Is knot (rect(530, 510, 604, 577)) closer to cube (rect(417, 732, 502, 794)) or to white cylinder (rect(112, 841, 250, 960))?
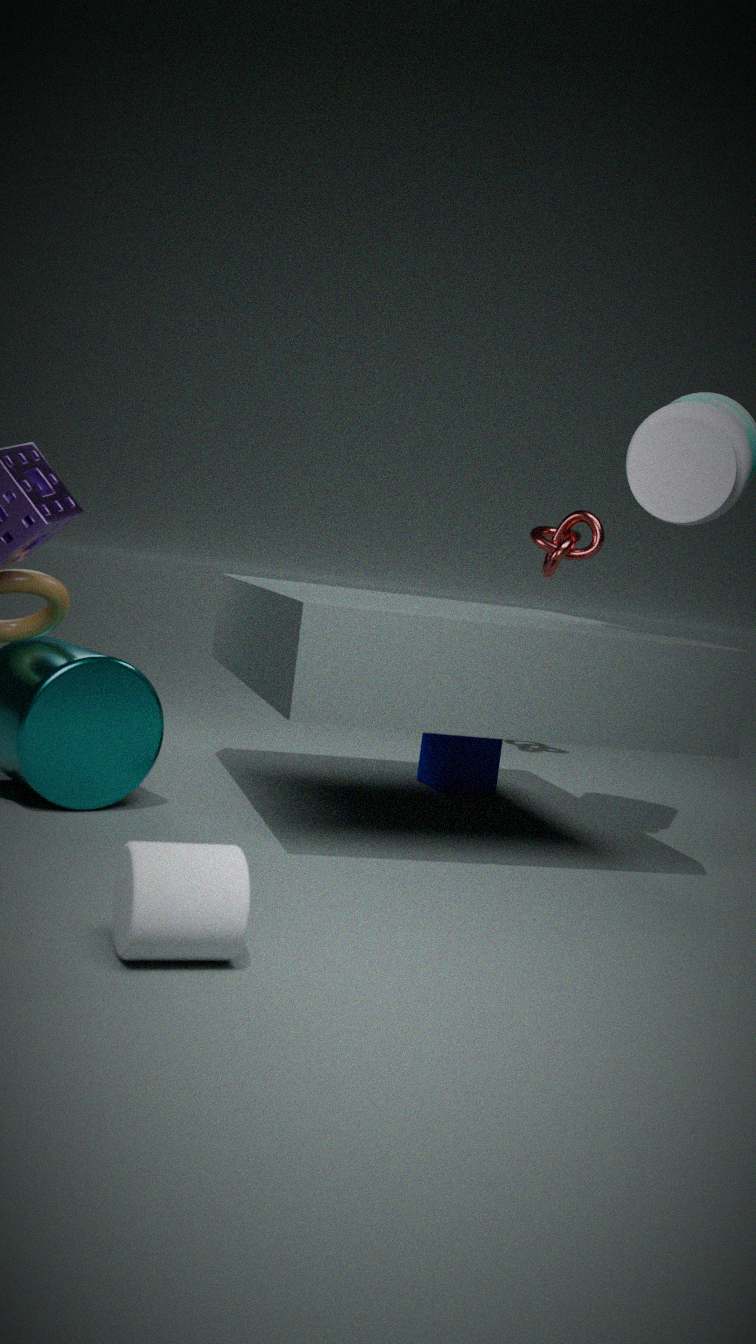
cube (rect(417, 732, 502, 794))
